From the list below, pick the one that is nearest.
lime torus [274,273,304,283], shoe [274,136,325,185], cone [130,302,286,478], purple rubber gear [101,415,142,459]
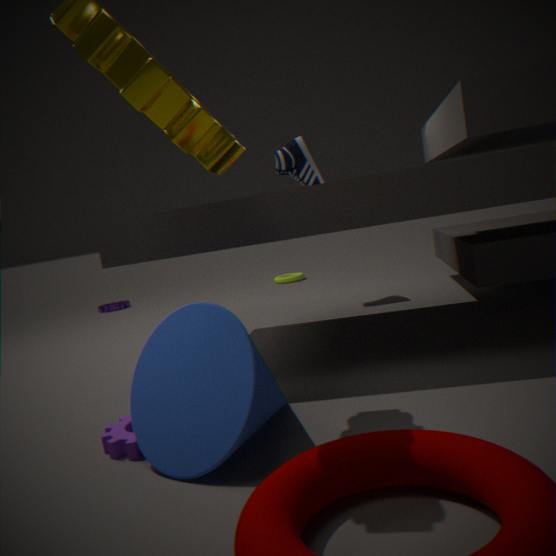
cone [130,302,286,478]
